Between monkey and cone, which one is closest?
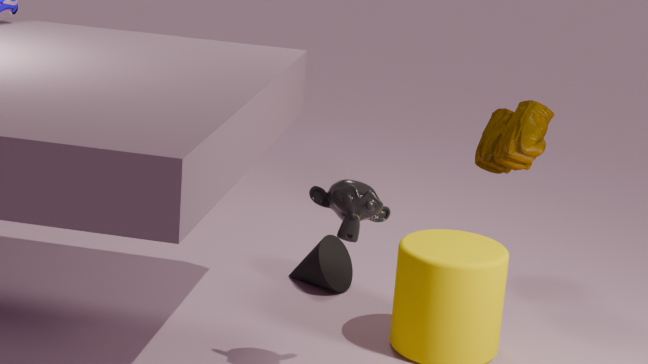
monkey
